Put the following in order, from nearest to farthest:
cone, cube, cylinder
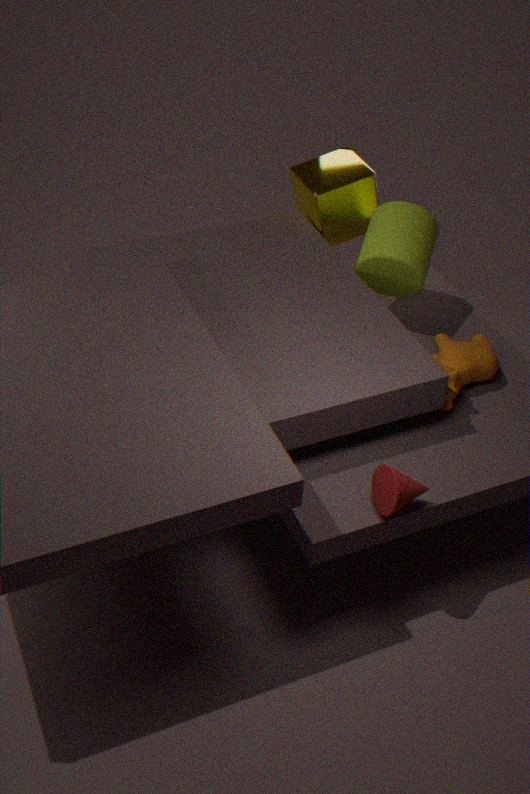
1. cone
2. cylinder
3. cube
